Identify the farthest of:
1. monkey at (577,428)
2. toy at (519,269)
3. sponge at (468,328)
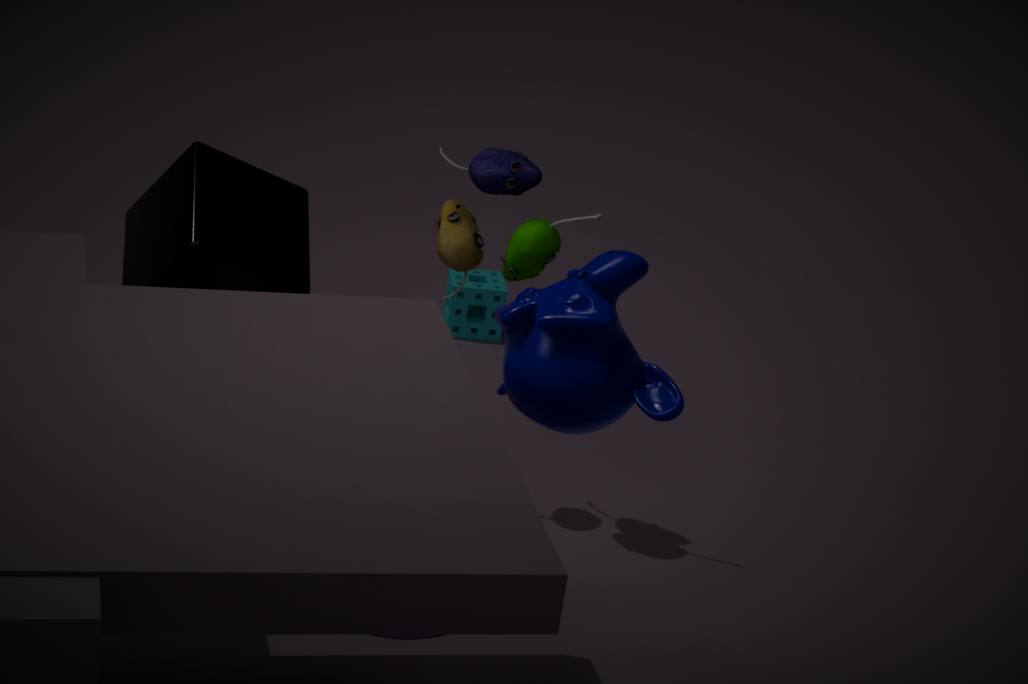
sponge at (468,328)
